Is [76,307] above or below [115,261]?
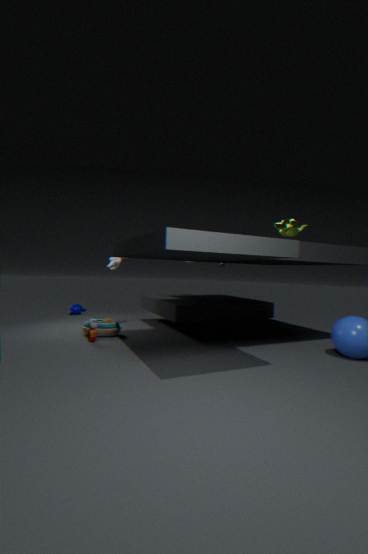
below
